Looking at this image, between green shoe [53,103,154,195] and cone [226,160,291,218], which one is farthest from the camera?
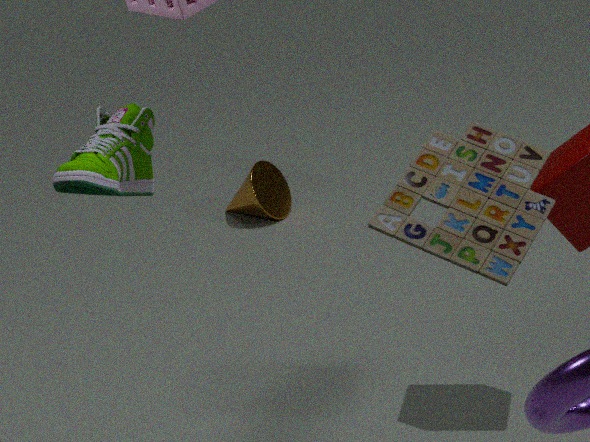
cone [226,160,291,218]
